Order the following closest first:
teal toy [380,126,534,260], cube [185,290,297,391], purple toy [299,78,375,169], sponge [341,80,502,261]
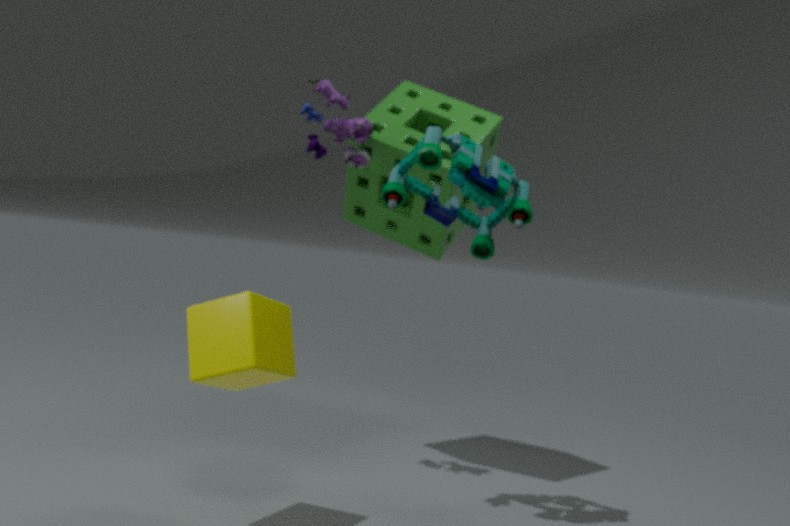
1. cube [185,290,297,391]
2. teal toy [380,126,534,260]
3. purple toy [299,78,375,169]
4. sponge [341,80,502,261]
